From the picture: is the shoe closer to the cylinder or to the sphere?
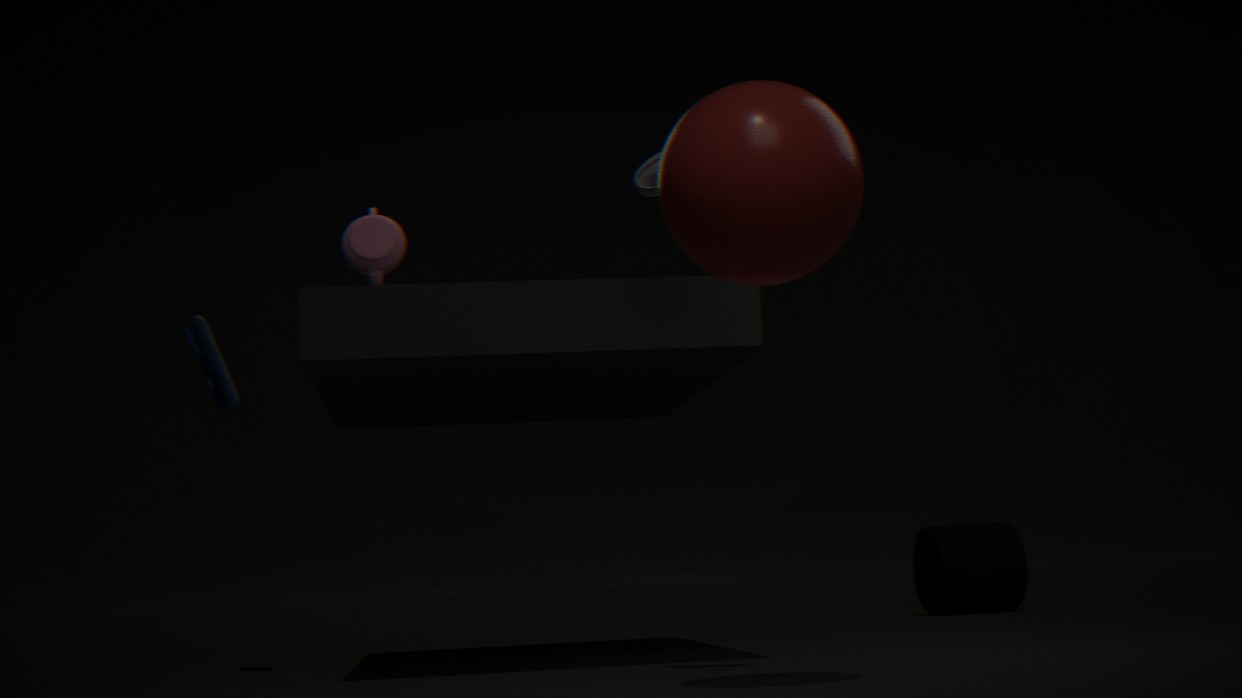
the sphere
